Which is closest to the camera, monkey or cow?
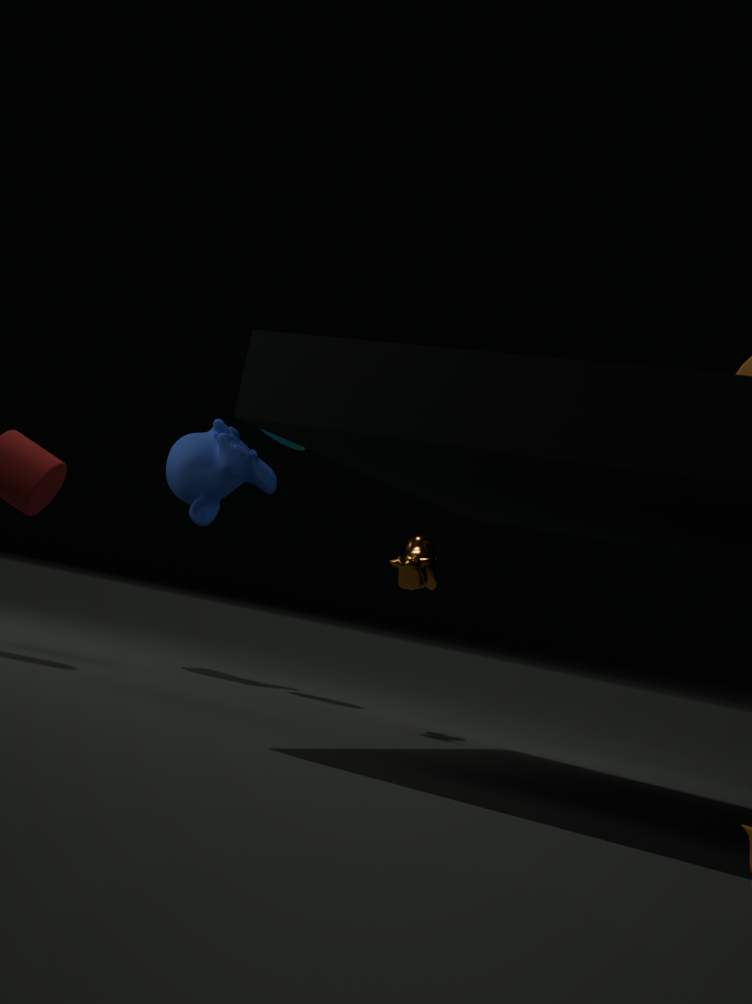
cow
